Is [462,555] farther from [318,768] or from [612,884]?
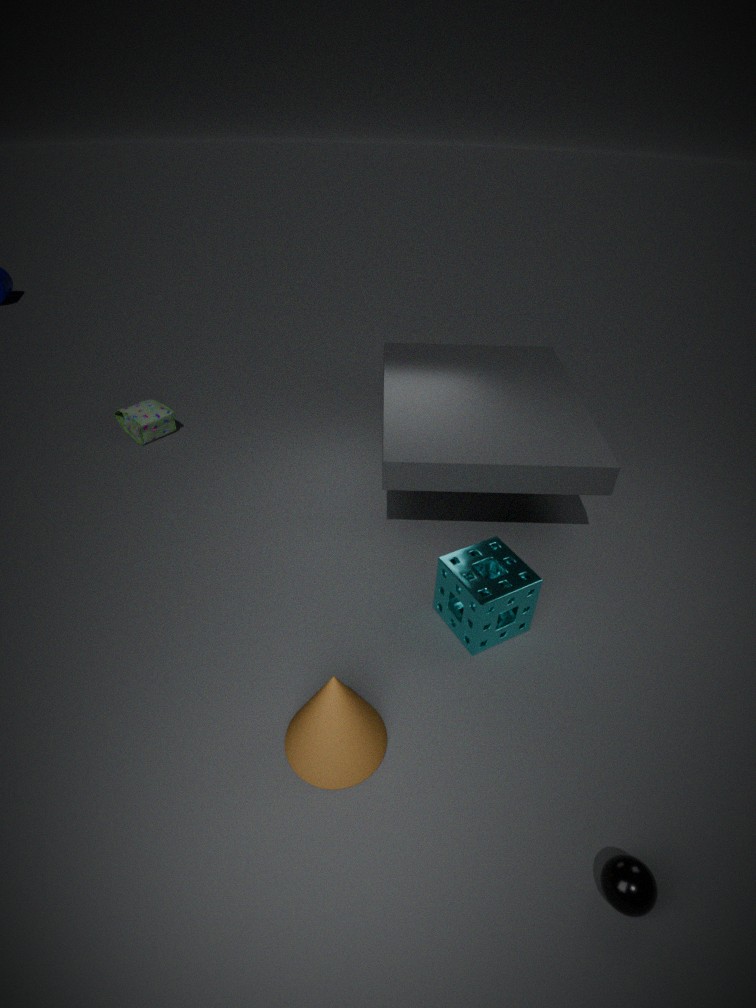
[612,884]
